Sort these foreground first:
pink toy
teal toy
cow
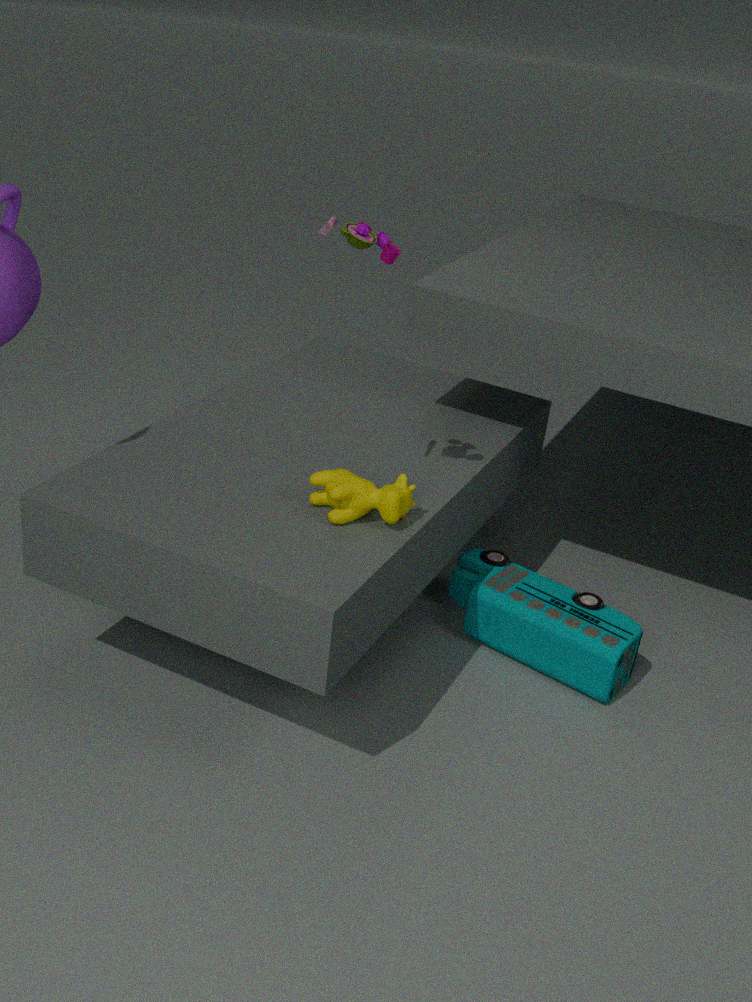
pink toy, cow, teal toy
